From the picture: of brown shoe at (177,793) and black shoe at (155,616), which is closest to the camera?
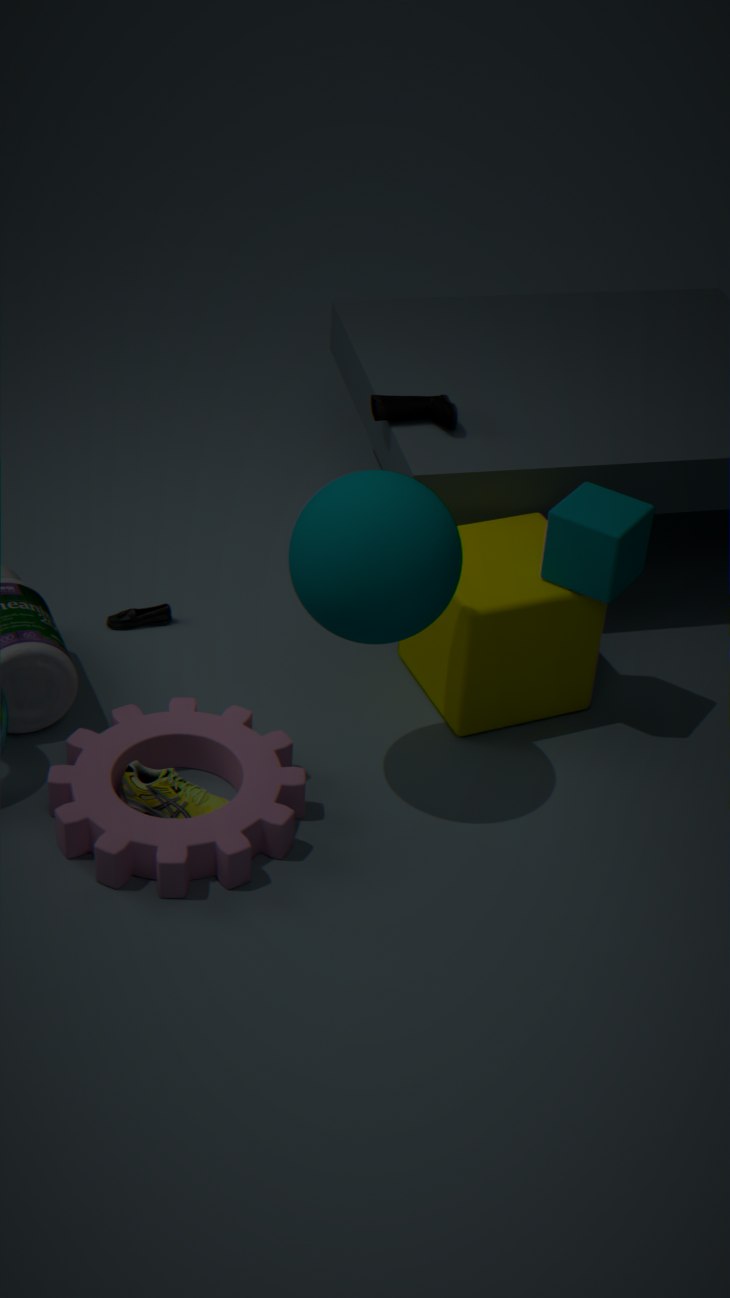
brown shoe at (177,793)
